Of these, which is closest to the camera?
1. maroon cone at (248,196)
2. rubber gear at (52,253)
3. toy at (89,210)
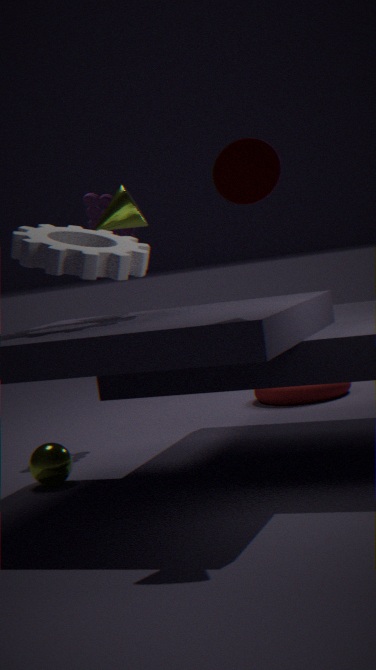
maroon cone at (248,196)
